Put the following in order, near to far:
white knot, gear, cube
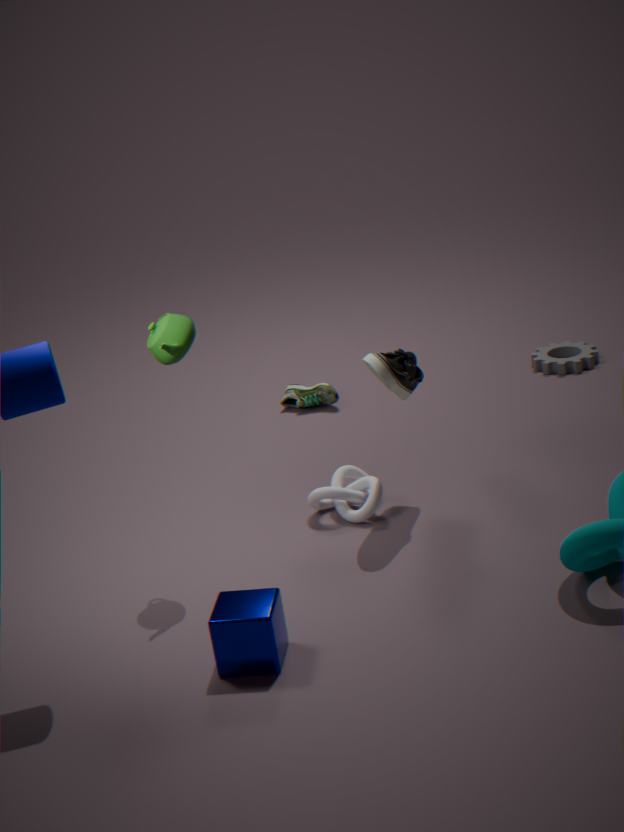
cube < white knot < gear
